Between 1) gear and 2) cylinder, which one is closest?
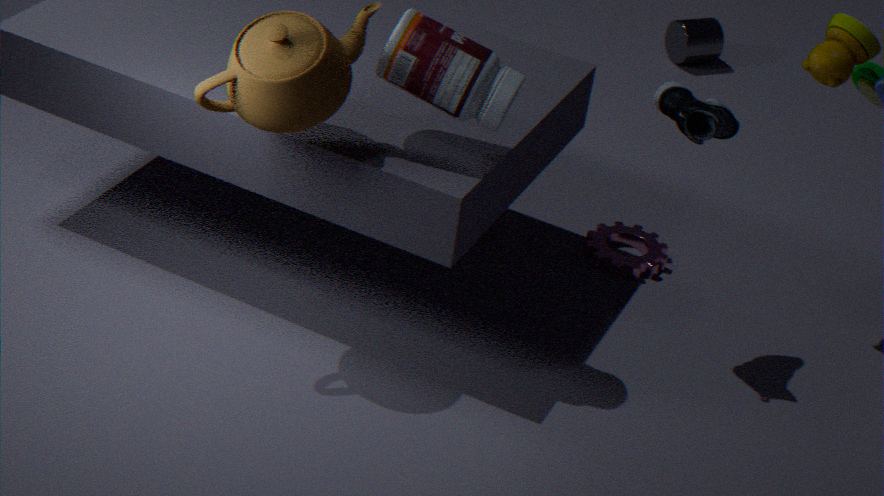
1. gear
